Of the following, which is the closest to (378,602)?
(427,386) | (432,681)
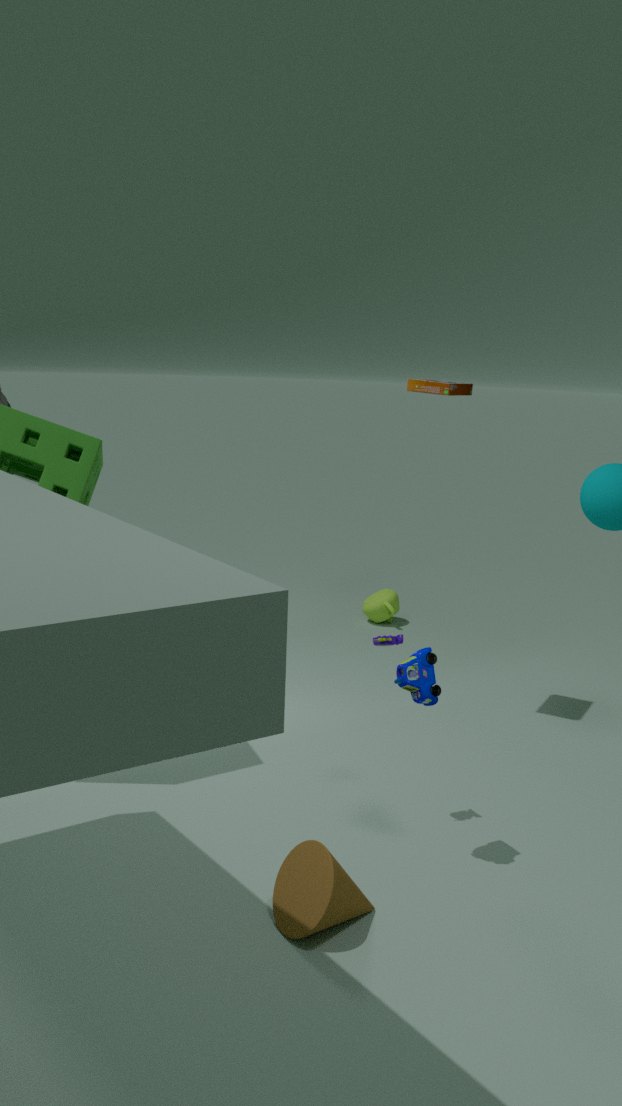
(427,386)
